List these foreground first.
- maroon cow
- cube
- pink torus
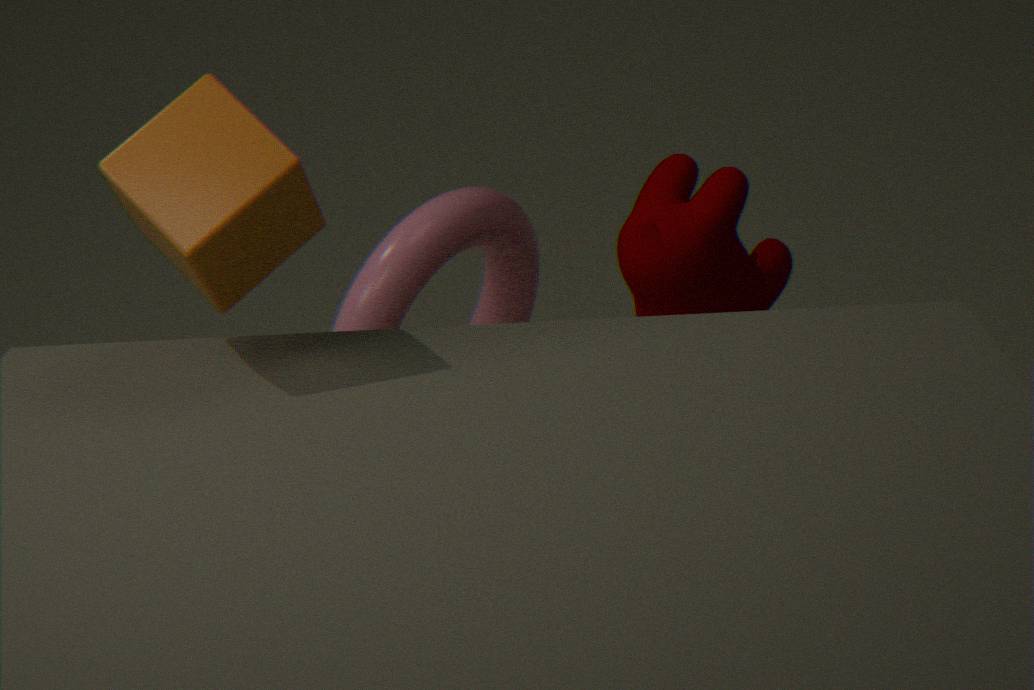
1. cube
2. maroon cow
3. pink torus
